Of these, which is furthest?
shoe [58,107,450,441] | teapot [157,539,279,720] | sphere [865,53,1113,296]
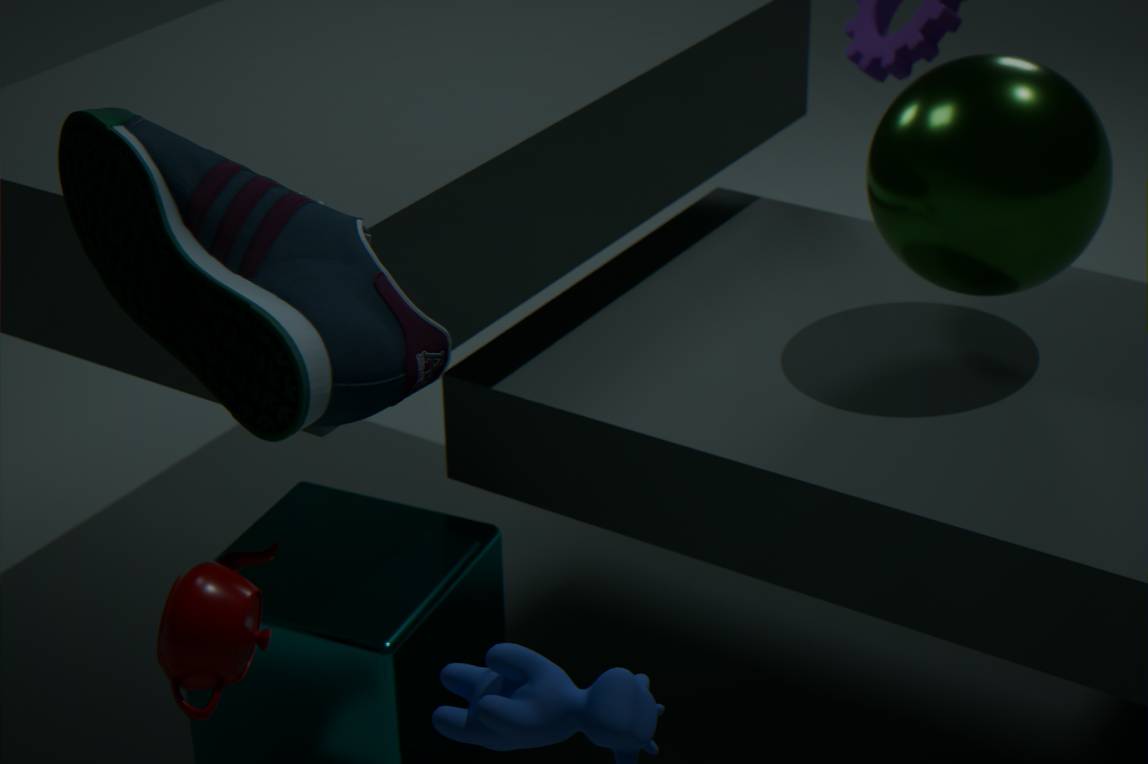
sphere [865,53,1113,296]
